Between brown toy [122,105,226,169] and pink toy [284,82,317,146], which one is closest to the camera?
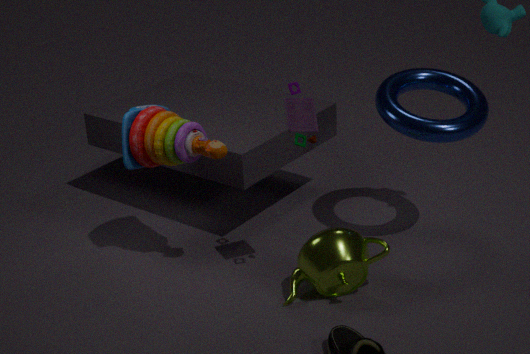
pink toy [284,82,317,146]
